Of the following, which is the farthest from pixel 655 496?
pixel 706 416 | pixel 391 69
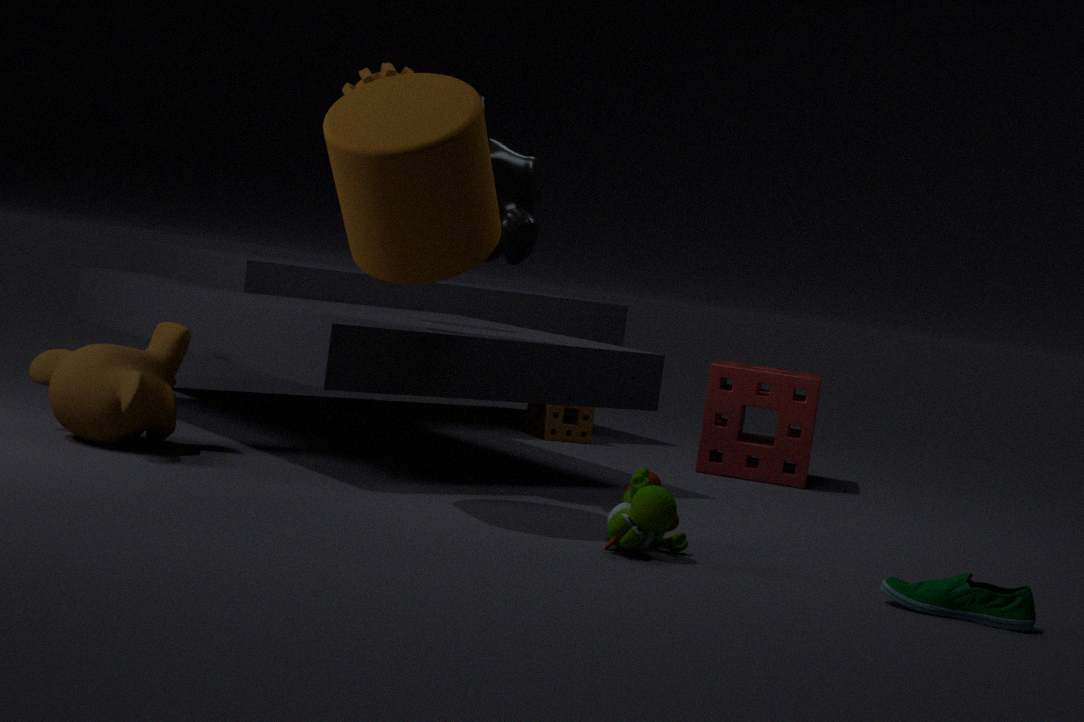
pixel 706 416
